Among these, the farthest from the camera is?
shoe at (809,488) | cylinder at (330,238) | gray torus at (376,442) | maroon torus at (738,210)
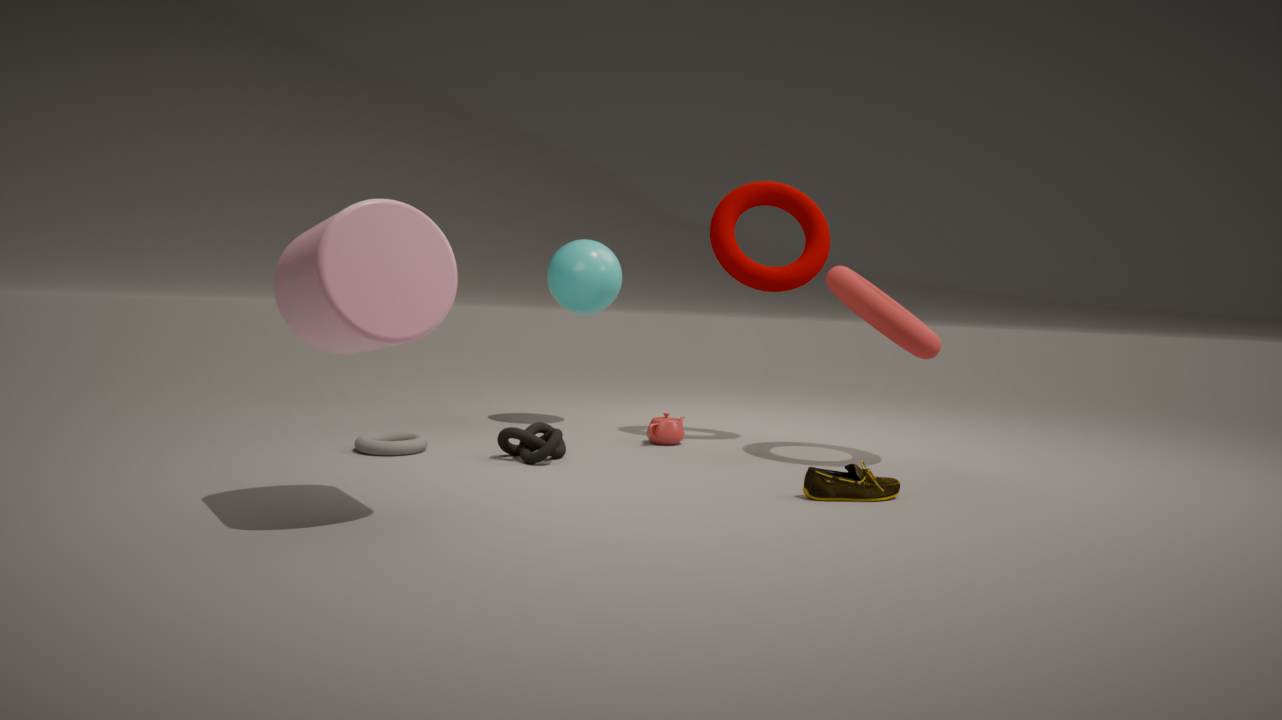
maroon torus at (738,210)
